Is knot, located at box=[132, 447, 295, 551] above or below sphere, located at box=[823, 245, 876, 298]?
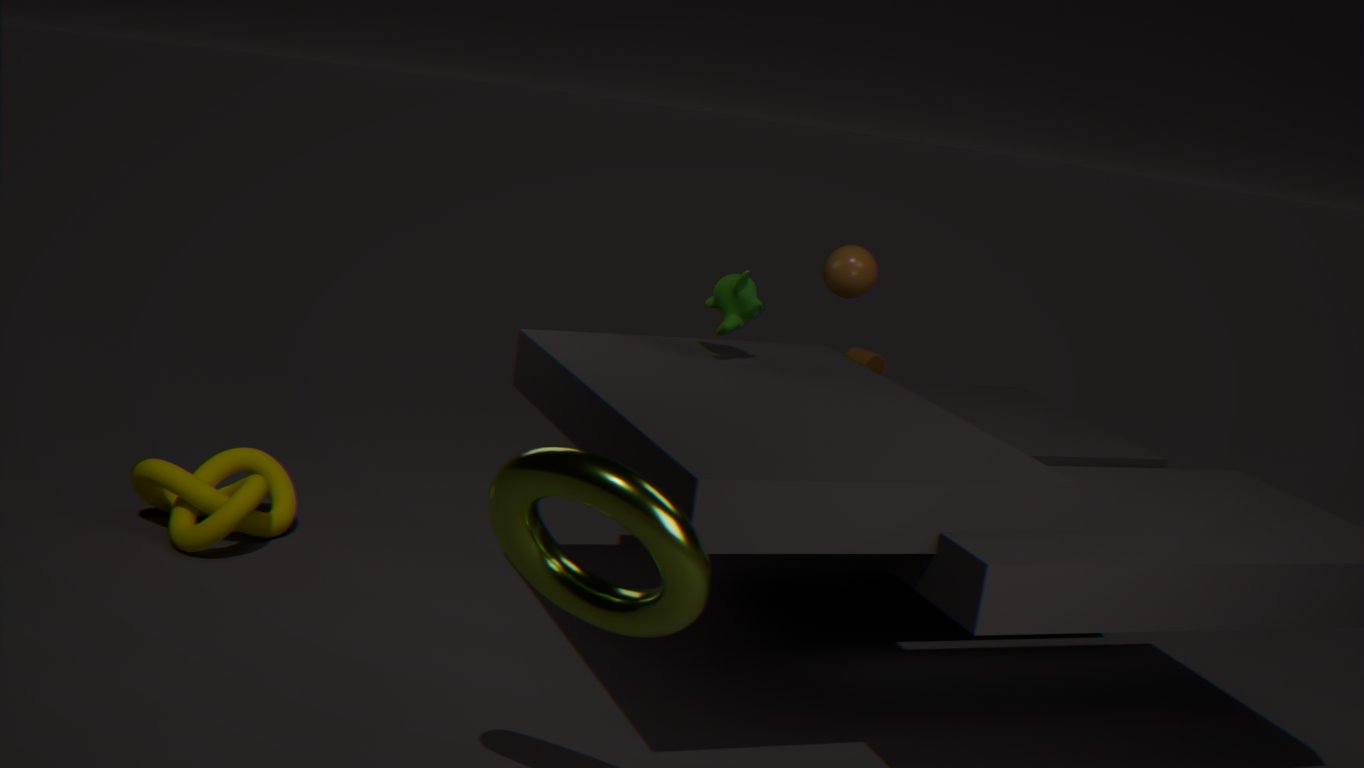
below
